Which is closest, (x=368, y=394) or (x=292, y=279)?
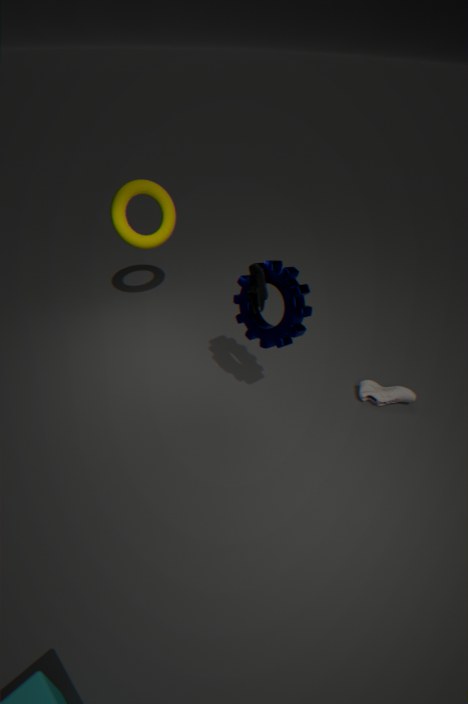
(x=292, y=279)
